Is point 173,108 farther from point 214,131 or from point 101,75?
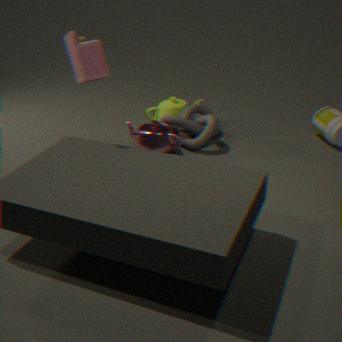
point 101,75
